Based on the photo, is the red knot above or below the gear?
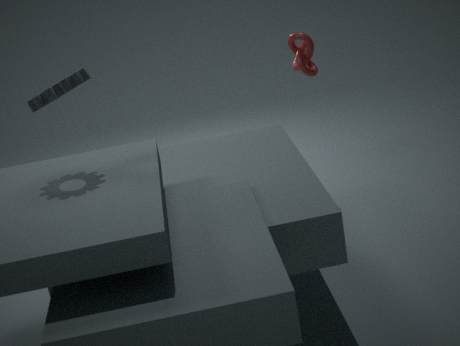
below
